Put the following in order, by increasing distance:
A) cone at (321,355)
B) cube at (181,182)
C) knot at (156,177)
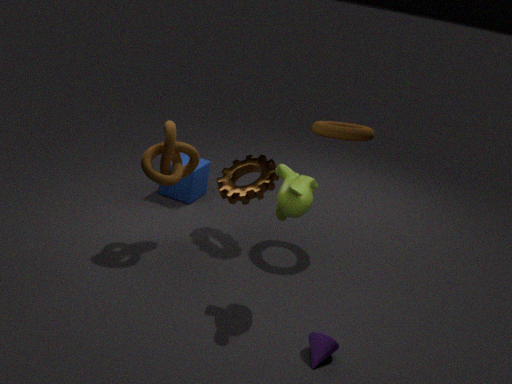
cone at (321,355) → knot at (156,177) → cube at (181,182)
